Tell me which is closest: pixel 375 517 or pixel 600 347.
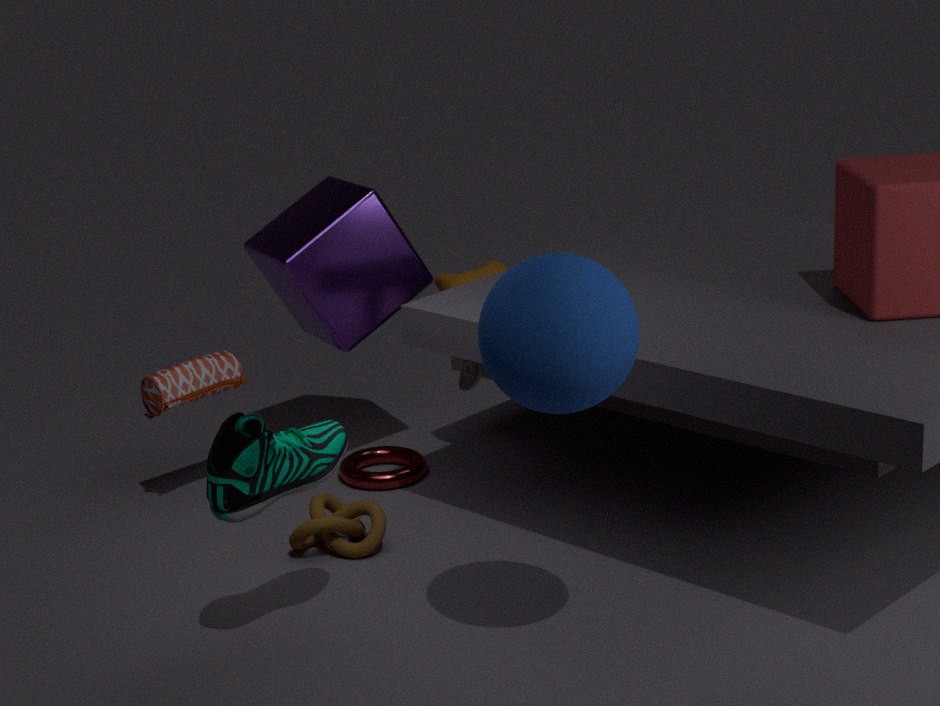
pixel 600 347
